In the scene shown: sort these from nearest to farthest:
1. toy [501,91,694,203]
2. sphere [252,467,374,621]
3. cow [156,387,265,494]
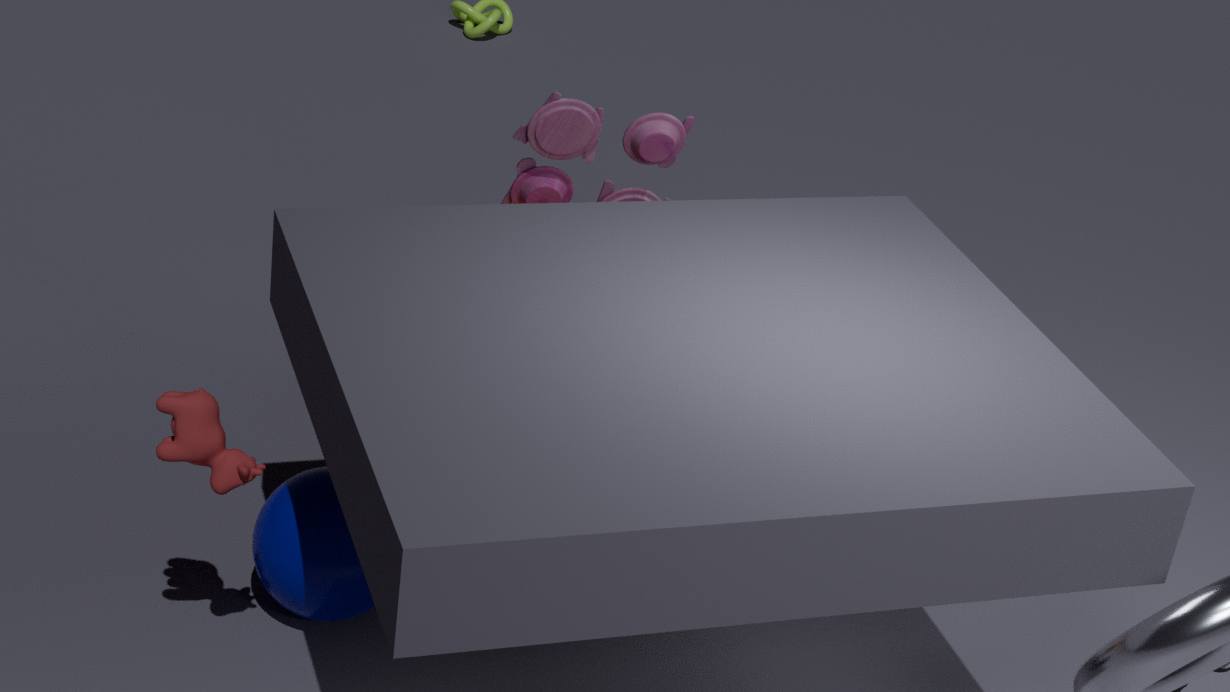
cow [156,387,265,494], sphere [252,467,374,621], toy [501,91,694,203]
